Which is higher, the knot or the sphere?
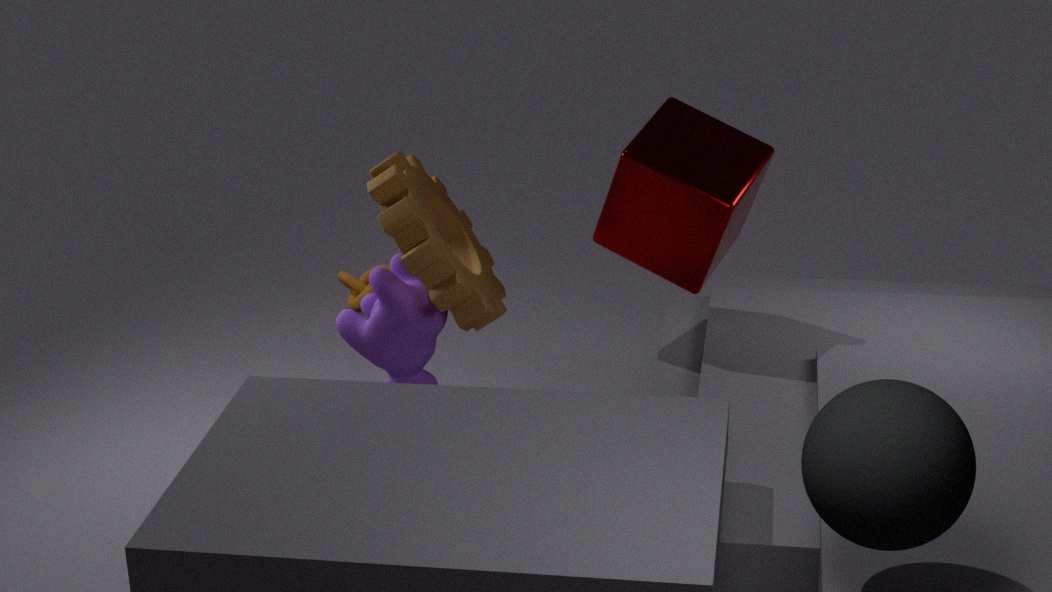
the sphere
